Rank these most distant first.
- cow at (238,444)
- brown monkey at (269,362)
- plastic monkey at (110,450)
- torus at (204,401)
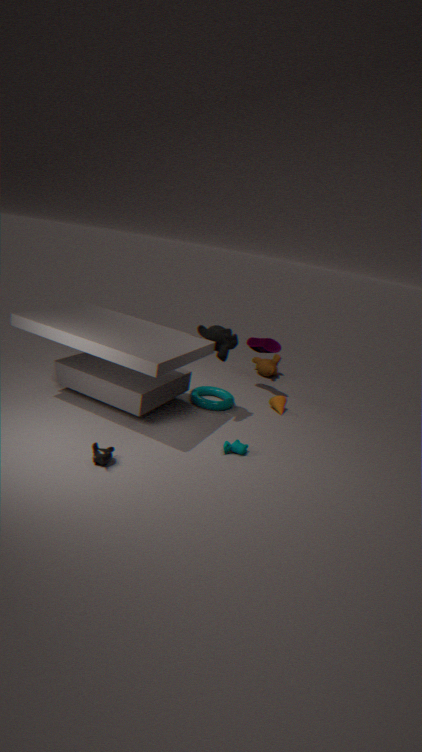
brown monkey at (269,362), torus at (204,401), cow at (238,444), plastic monkey at (110,450)
